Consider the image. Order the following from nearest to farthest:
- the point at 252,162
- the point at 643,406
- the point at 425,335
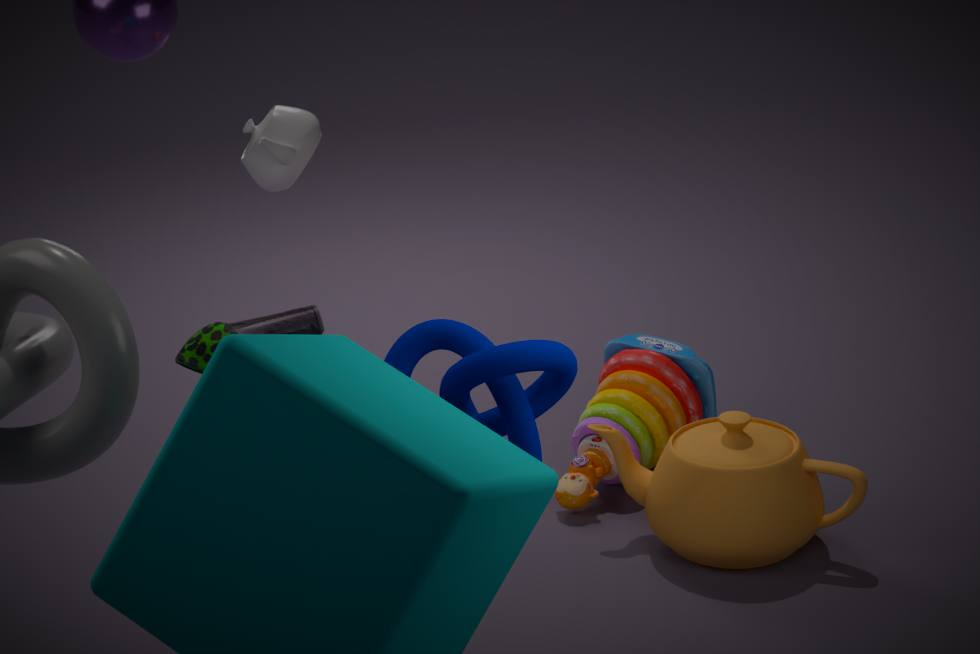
the point at 425,335 < the point at 252,162 < the point at 643,406
